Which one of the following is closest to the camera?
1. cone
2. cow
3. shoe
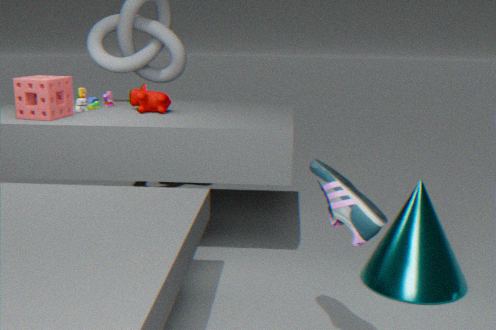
shoe
